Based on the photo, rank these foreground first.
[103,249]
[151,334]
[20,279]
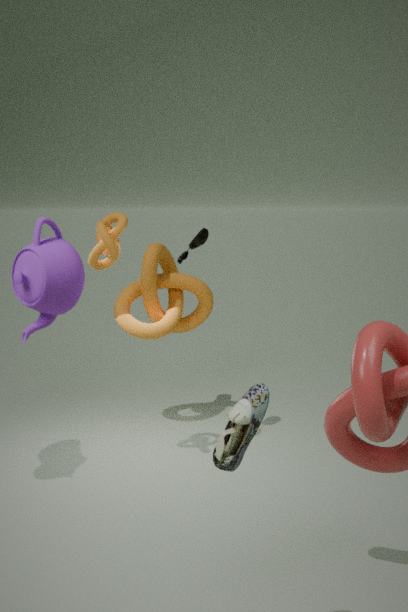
[20,279] → [103,249] → [151,334]
